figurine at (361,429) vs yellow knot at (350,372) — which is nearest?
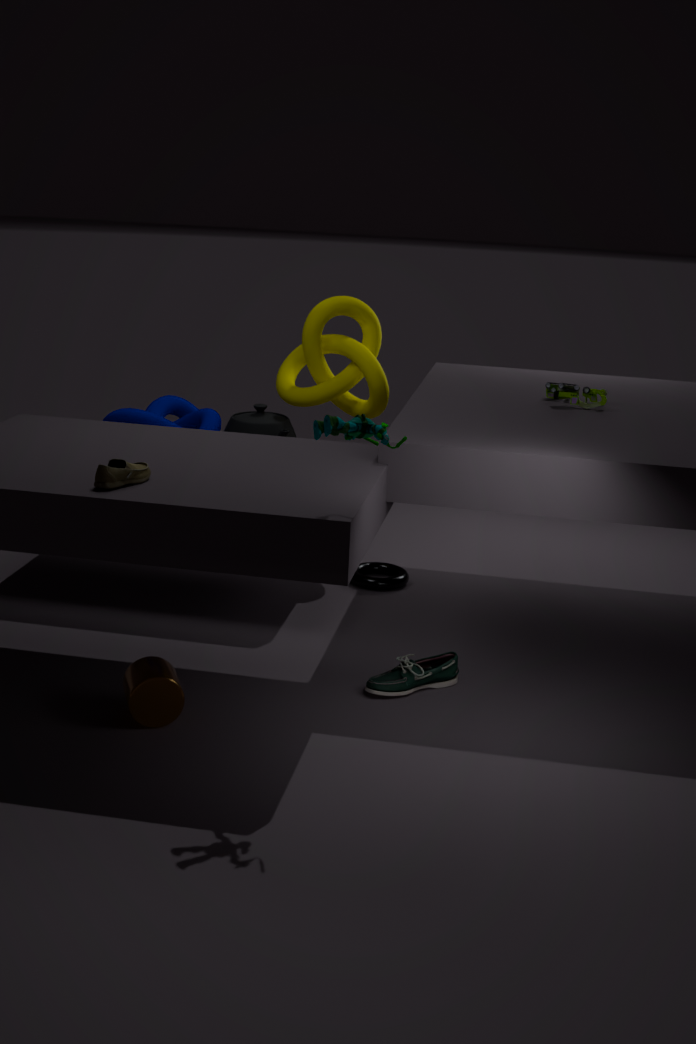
figurine at (361,429)
